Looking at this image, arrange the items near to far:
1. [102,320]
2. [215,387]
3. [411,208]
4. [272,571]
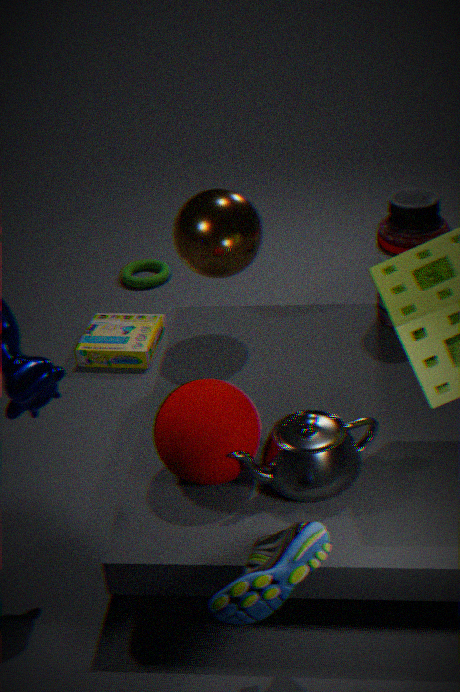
1. [272,571]
2. [215,387]
3. [411,208]
4. [102,320]
